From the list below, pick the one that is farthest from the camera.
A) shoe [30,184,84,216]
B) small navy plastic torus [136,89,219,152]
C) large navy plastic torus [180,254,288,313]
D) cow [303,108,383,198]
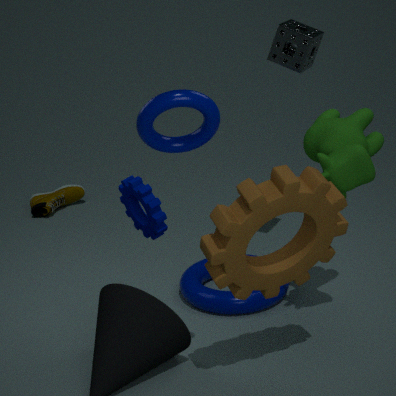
shoe [30,184,84,216]
